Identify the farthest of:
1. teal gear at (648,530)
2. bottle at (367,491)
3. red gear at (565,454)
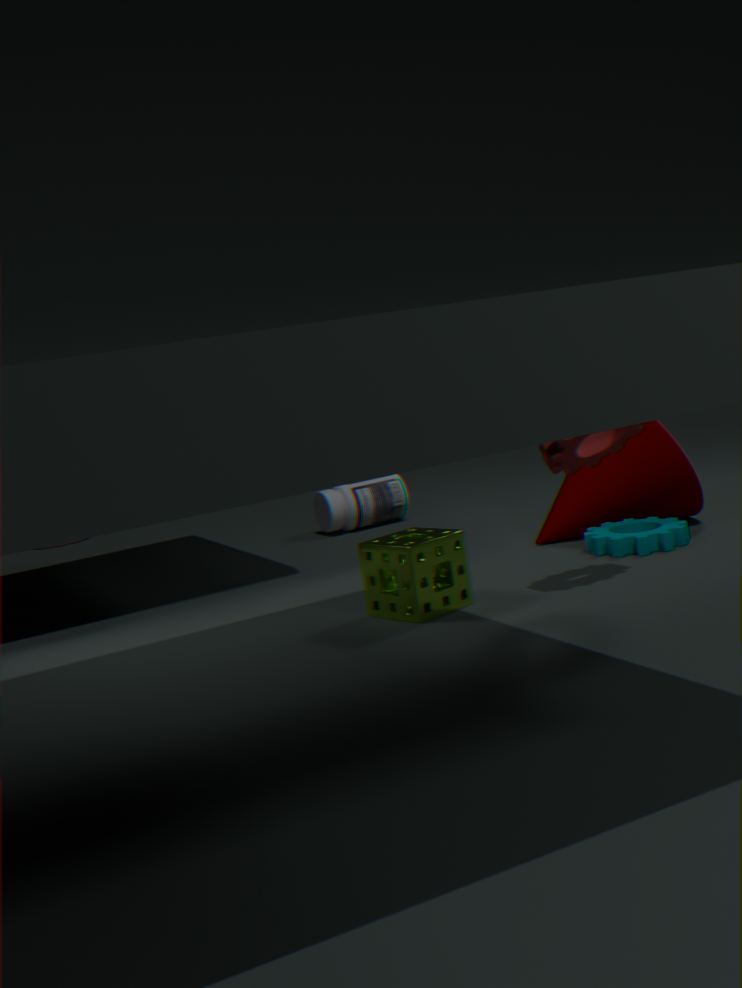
bottle at (367,491)
